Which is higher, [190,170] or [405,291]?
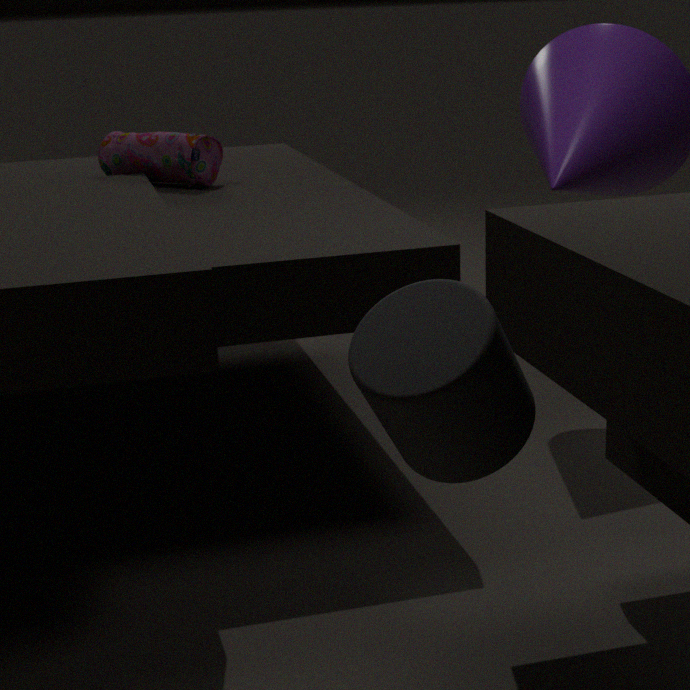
[190,170]
